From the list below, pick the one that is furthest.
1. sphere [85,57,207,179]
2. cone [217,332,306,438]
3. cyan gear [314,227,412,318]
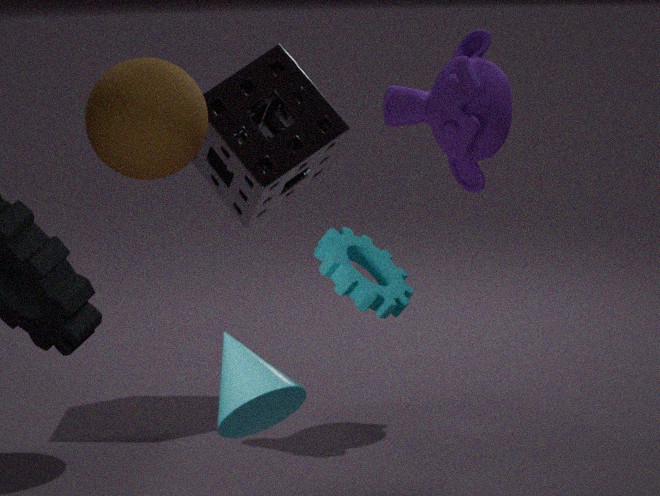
sphere [85,57,207,179]
